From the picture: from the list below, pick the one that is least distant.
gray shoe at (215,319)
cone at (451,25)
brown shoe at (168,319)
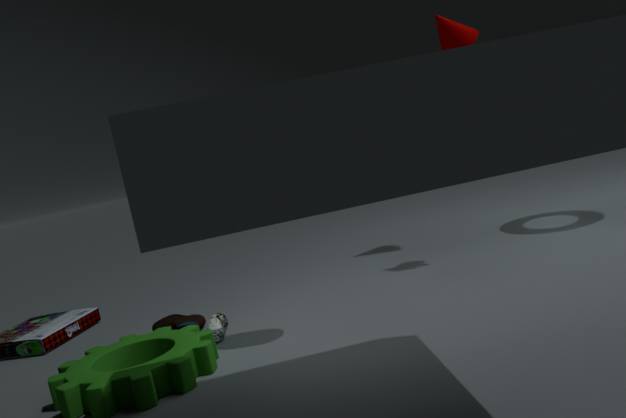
gray shoe at (215,319)
